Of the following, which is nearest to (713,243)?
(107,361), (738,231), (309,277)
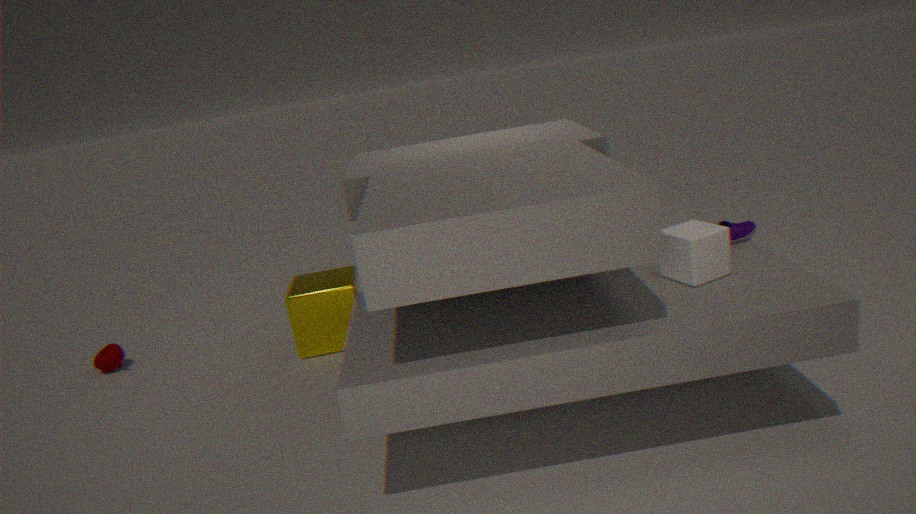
(738,231)
